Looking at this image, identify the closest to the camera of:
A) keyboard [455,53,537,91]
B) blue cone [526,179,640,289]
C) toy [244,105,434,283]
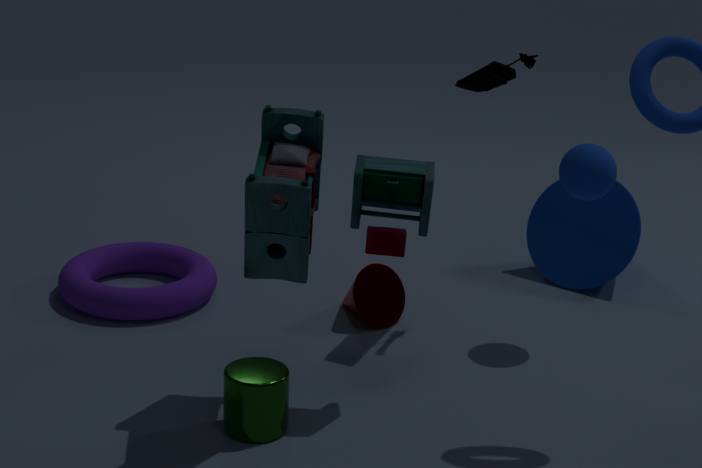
toy [244,105,434,283]
